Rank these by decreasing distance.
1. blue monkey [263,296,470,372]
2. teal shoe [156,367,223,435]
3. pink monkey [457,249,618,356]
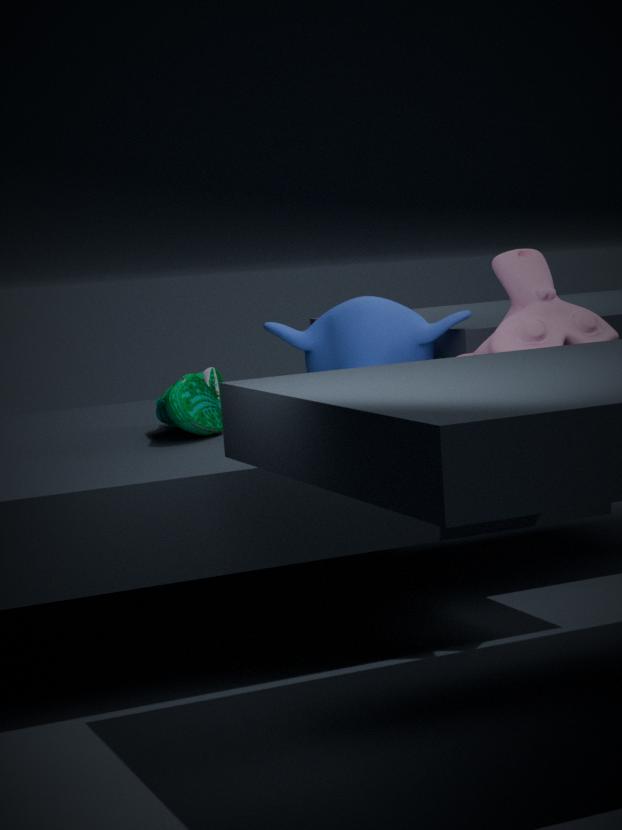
blue monkey [263,296,470,372] < teal shoe [156,367,223,435] < pink monkey [457,249,618,356]
